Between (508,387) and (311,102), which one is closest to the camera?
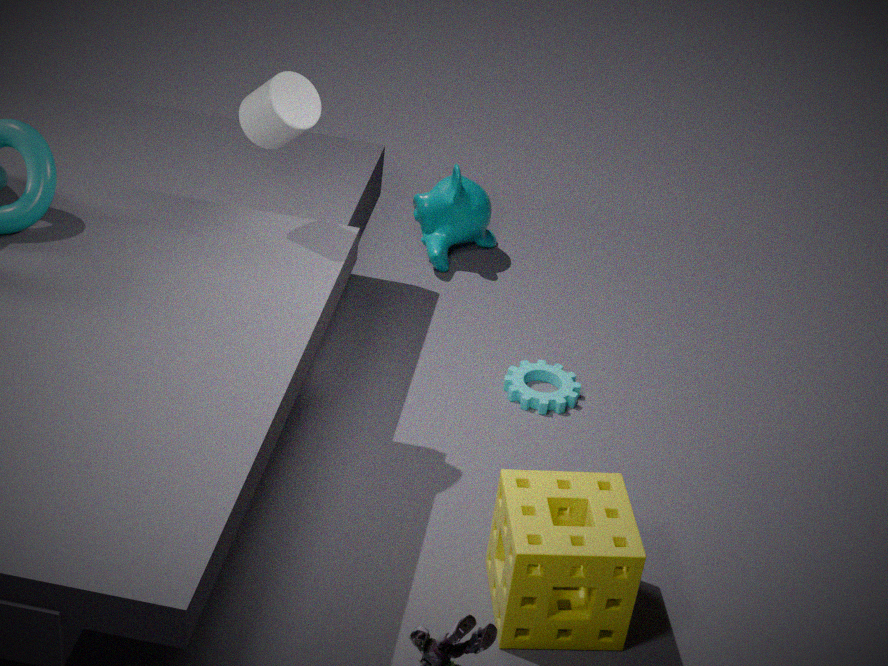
(311,102)
